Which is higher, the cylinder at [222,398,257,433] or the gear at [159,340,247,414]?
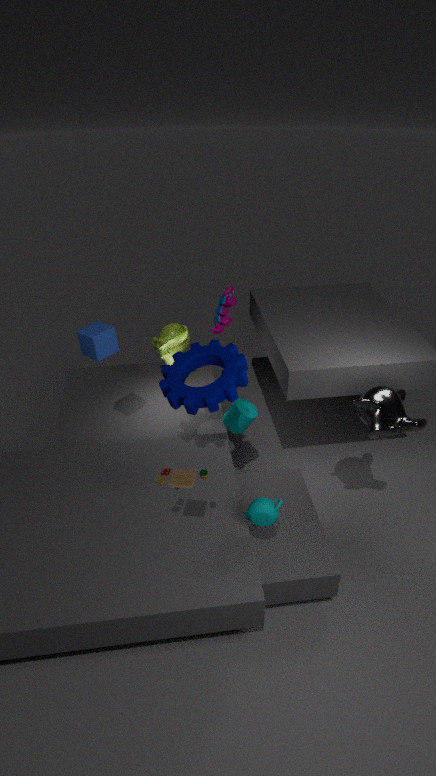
the gear at [159,340,247,414]
